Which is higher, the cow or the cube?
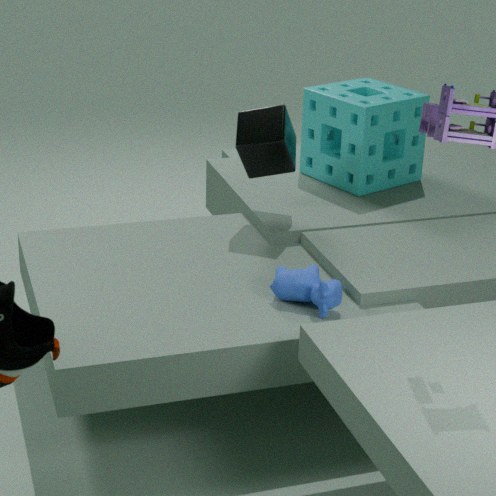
the cube
